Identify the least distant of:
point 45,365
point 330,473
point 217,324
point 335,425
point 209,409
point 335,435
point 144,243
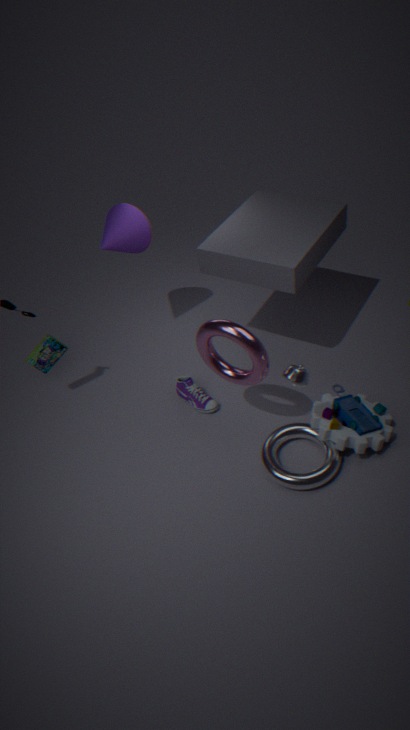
point 217,324
